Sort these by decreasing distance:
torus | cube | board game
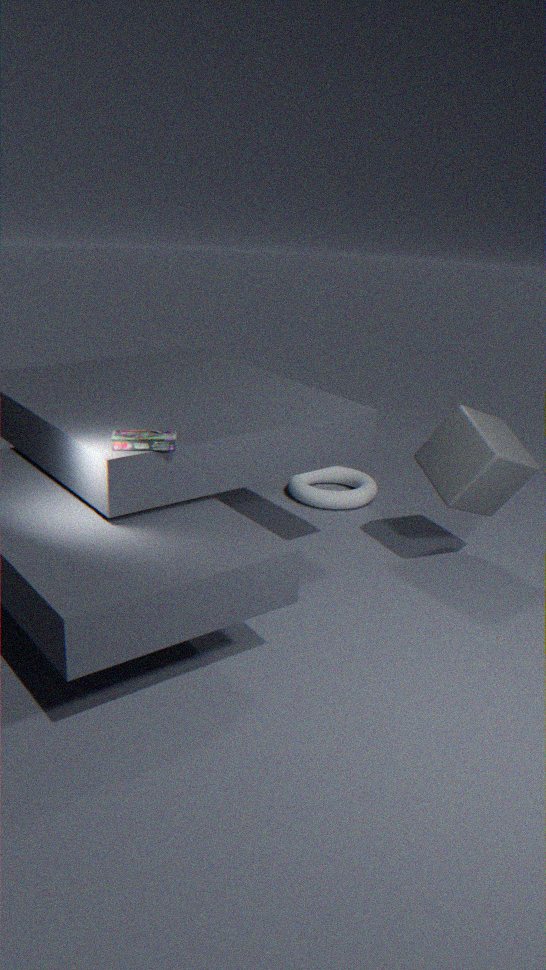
torus, cube, board game
